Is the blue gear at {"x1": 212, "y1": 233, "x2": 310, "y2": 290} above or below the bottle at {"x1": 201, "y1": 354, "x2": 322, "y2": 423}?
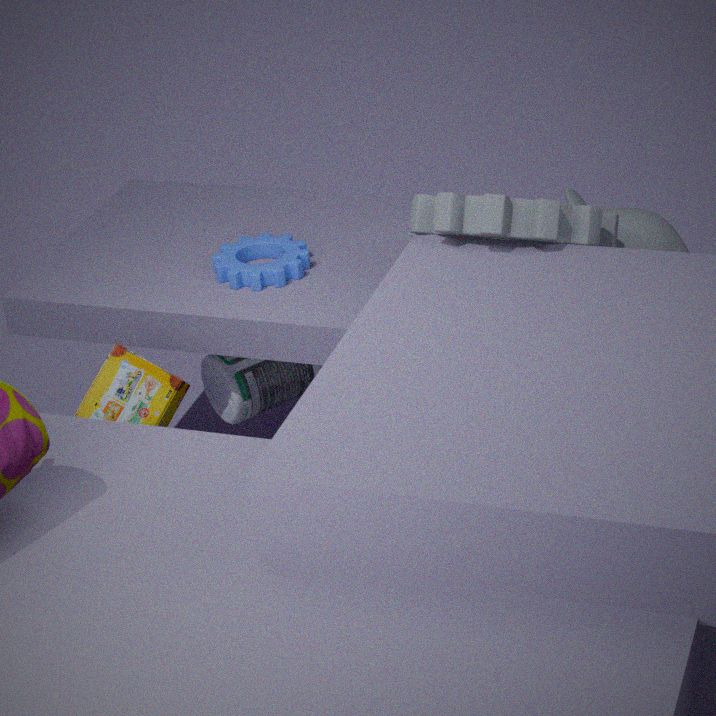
above
